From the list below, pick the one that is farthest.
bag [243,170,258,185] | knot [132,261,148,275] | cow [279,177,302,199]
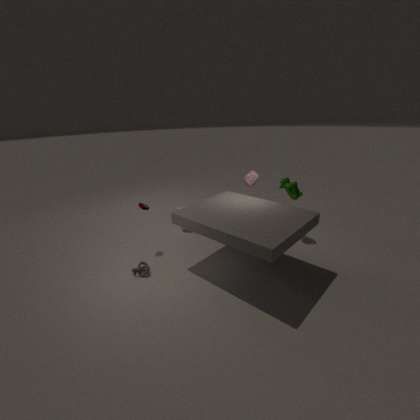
cow [279,177,302,199]
